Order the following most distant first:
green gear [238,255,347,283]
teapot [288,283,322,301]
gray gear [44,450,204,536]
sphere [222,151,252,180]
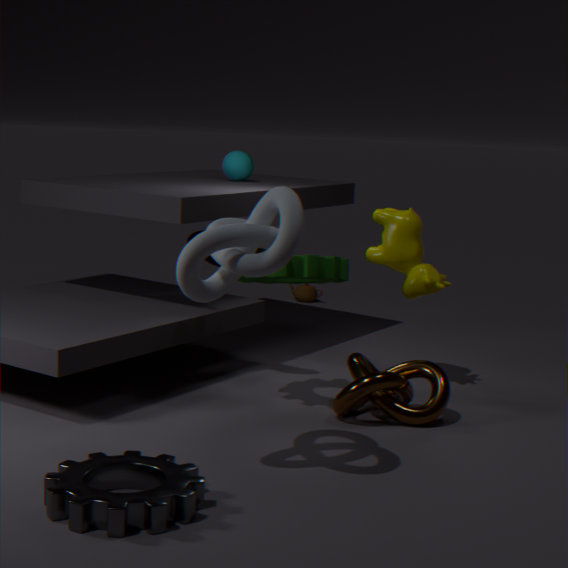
teapot [288,283,322,301] → sphere [222,151,252,180] → green gear [238,255,347,283] → gray gear [44,450,204,536]
